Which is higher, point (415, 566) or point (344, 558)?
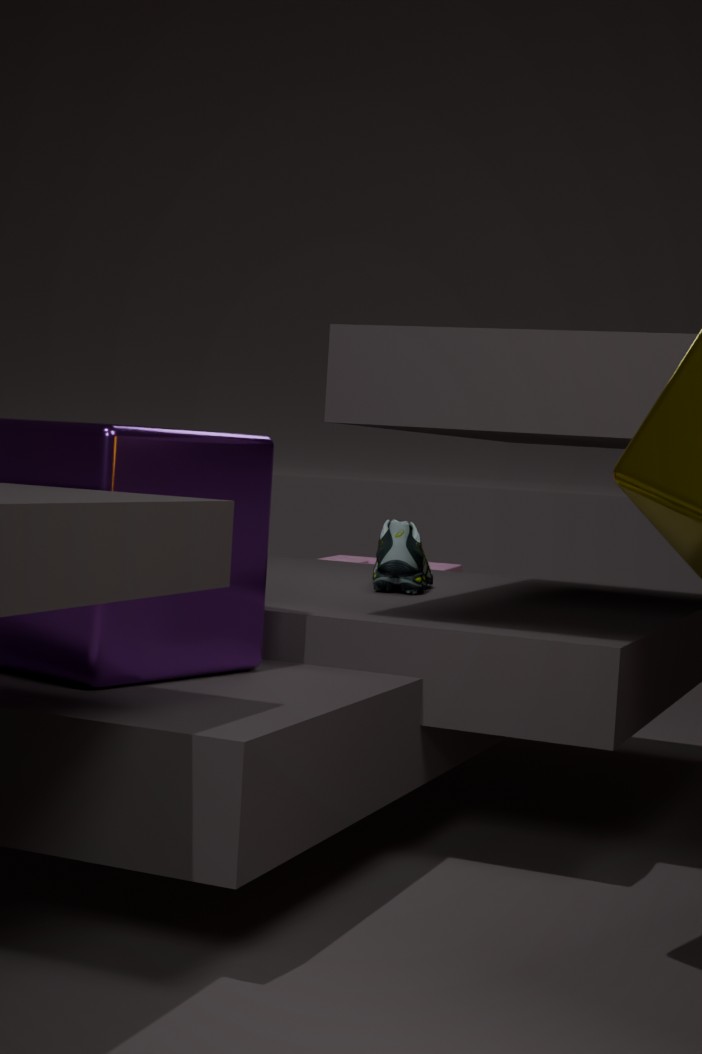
point (415, 566)
